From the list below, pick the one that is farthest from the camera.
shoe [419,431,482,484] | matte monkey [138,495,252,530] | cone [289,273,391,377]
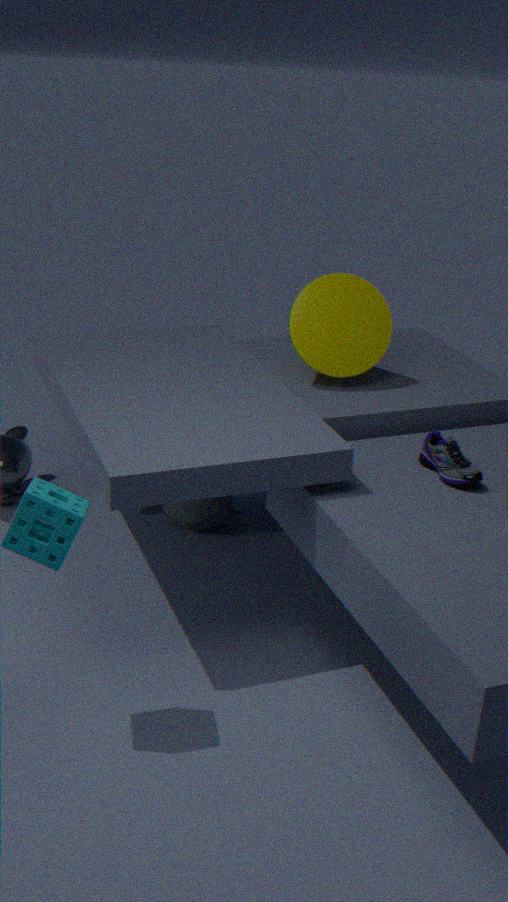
matte monkey [138,495,252,530]
